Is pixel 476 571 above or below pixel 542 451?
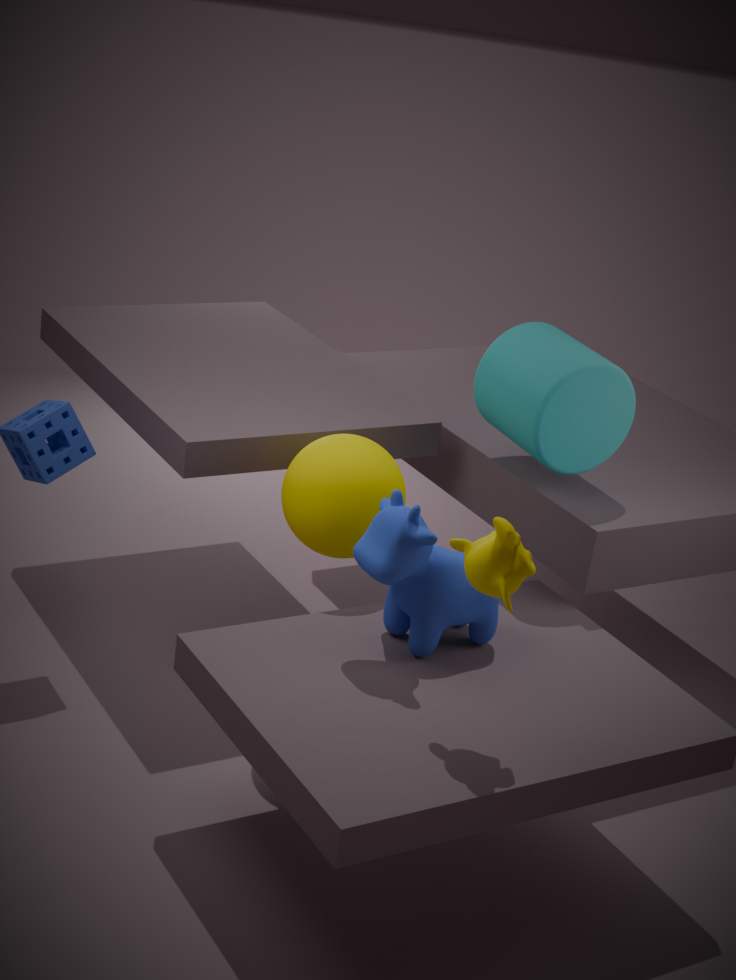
below
